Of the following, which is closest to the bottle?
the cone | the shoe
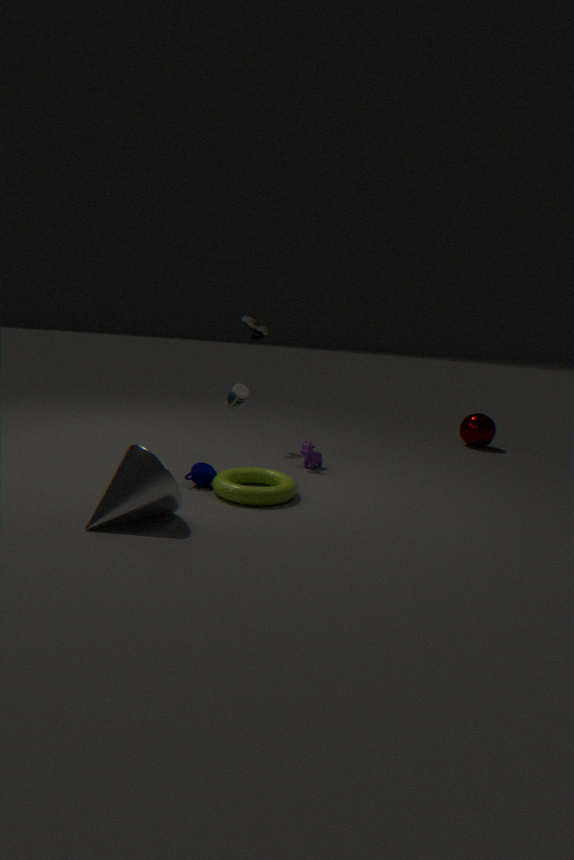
the shoe
